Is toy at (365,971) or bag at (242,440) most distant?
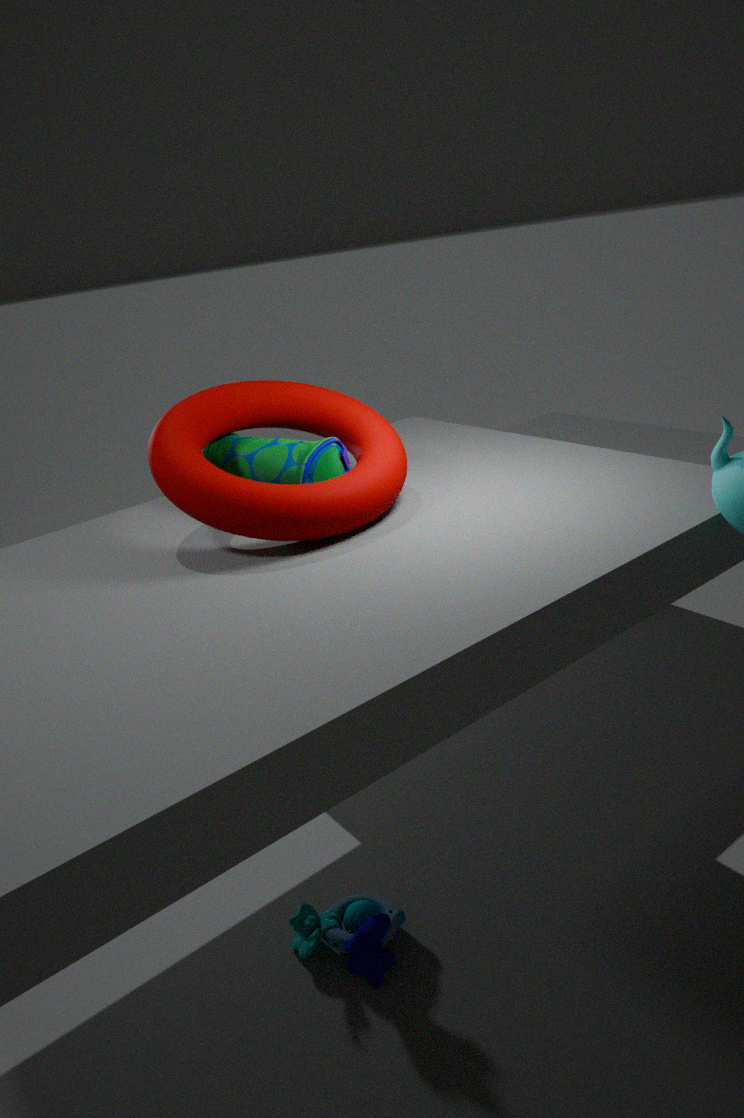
toy at (365,971)
